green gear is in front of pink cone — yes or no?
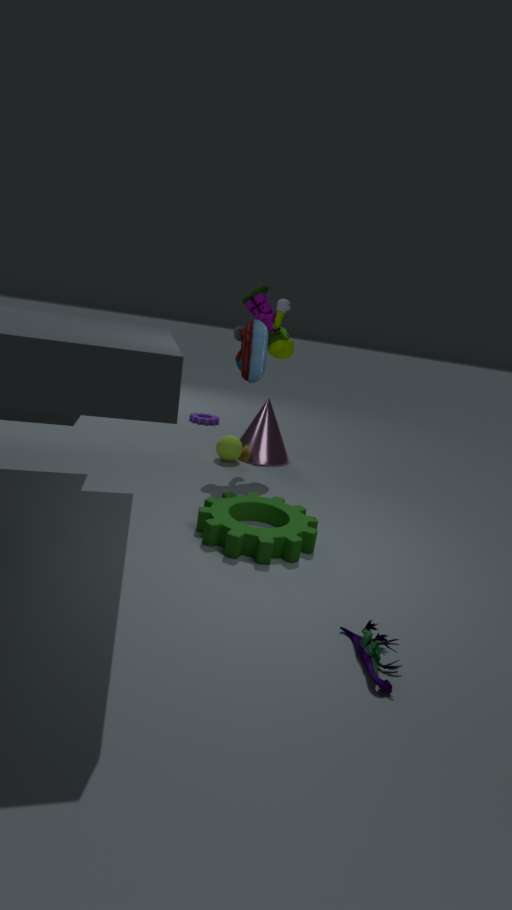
Yes
